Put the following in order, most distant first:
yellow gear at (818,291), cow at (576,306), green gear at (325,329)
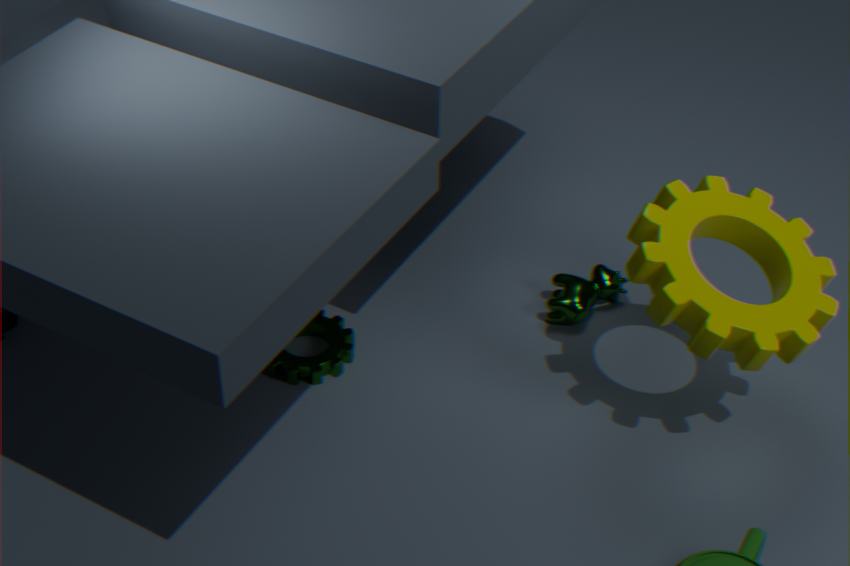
cow at (576,306) < green gear at (325,329) < yellow gear at (818,291)
